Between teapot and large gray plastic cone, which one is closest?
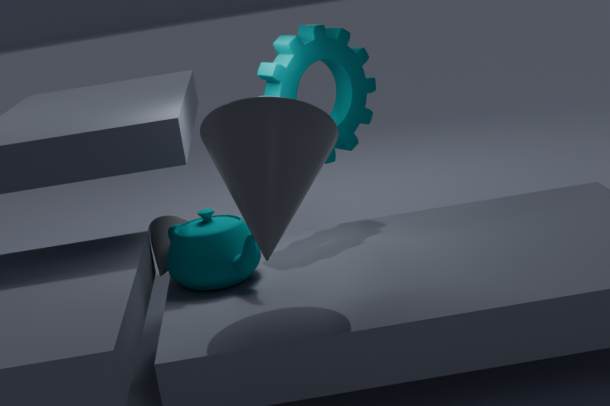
large gray plastic cone
